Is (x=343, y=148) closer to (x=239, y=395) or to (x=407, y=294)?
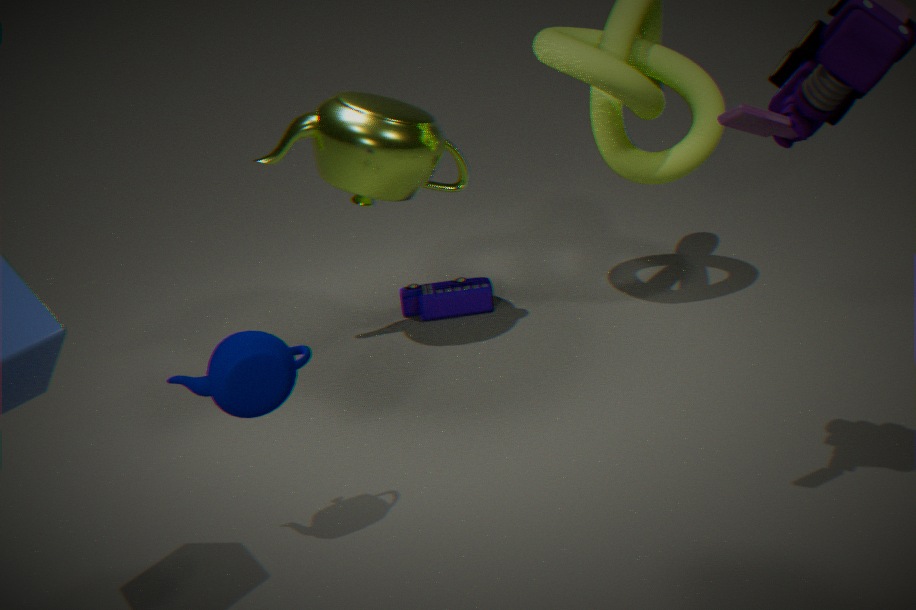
(x=407, y=294)
